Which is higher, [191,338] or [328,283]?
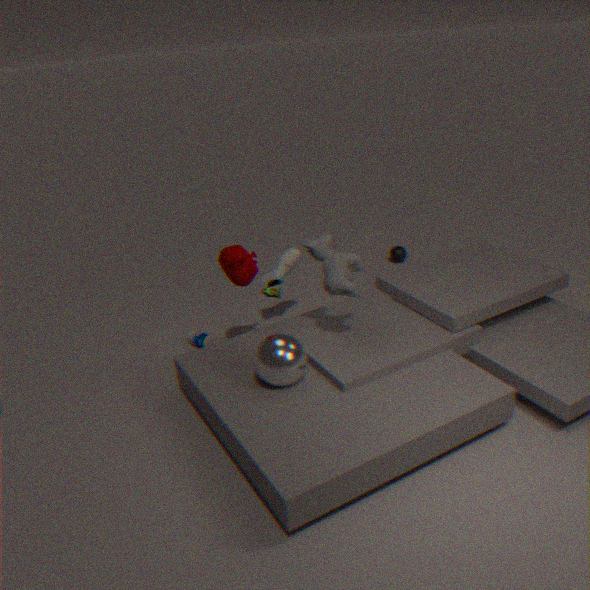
[328,283]
